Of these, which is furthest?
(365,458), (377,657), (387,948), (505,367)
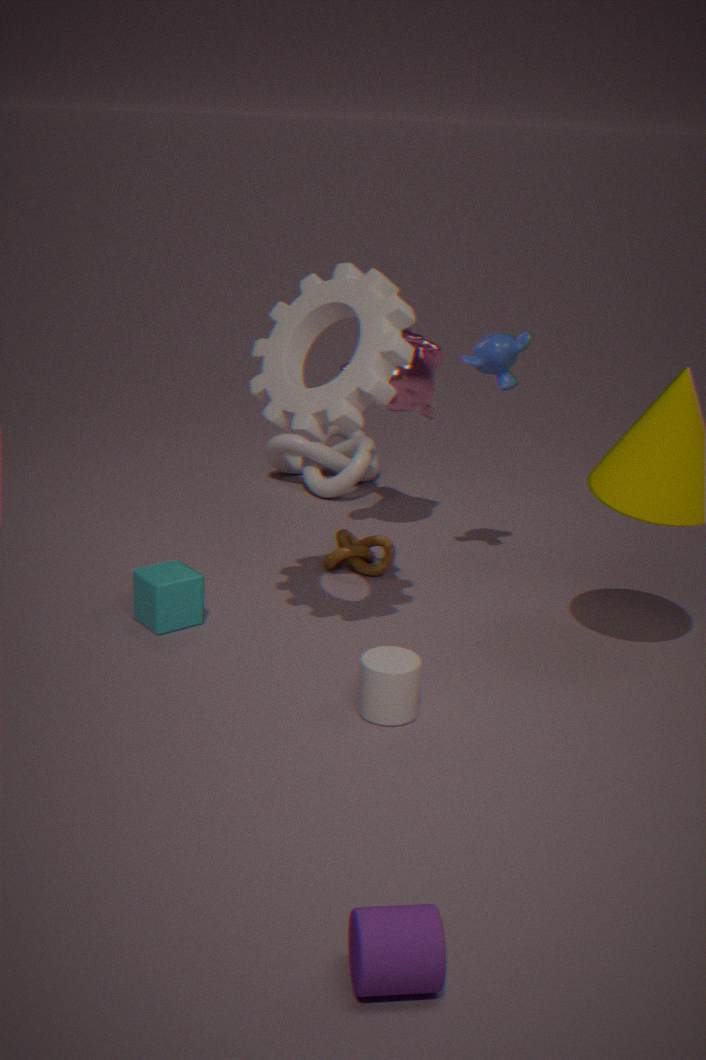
(365,458)
